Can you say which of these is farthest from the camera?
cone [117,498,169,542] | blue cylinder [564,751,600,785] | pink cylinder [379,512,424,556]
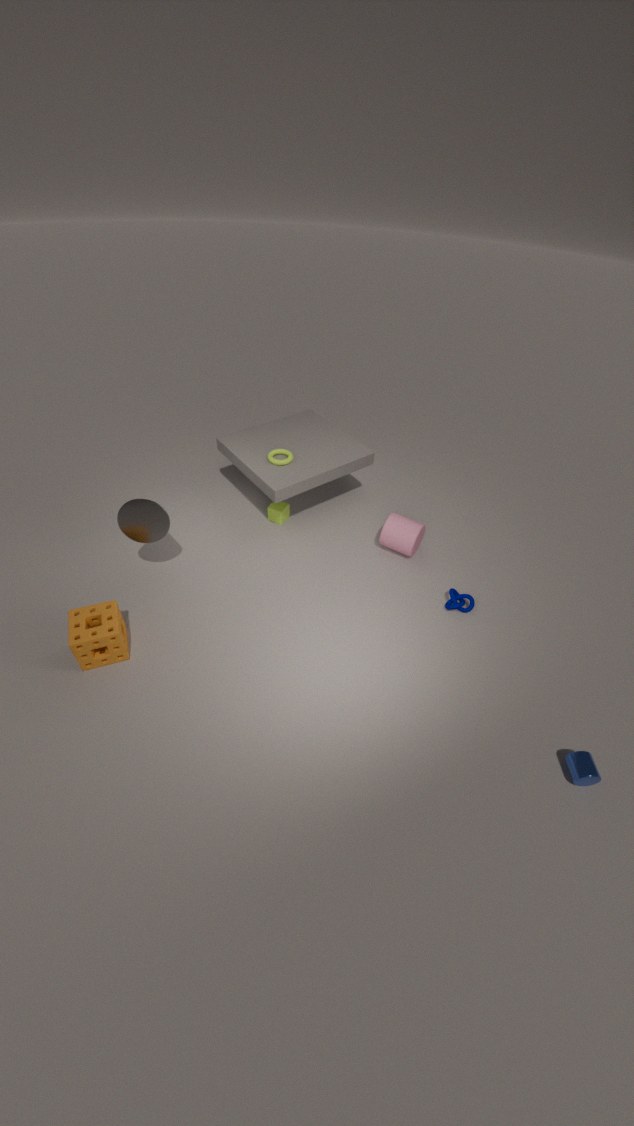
pink cylinder [379,512,424,556]
